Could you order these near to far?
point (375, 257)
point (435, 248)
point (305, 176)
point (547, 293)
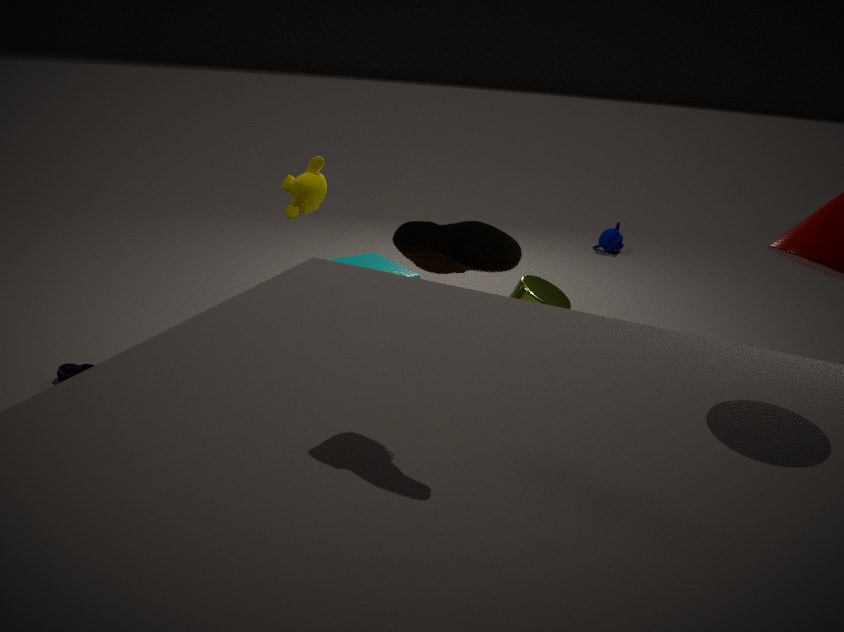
point (435, 248) < point (547, 293) < point (305, 176) < point (375, 257)
